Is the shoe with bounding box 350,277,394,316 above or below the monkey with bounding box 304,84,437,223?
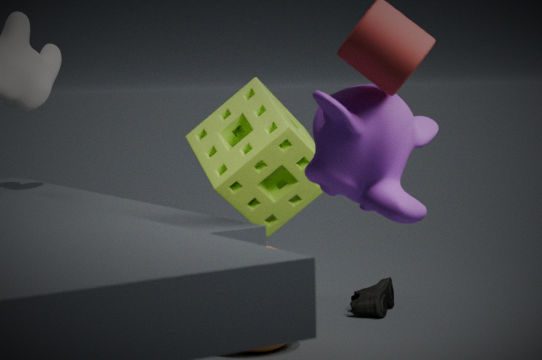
below
